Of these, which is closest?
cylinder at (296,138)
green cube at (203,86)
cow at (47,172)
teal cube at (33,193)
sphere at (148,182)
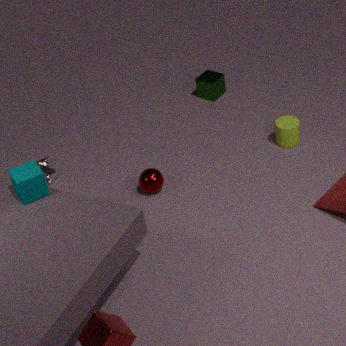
teal cube at (33,193)
